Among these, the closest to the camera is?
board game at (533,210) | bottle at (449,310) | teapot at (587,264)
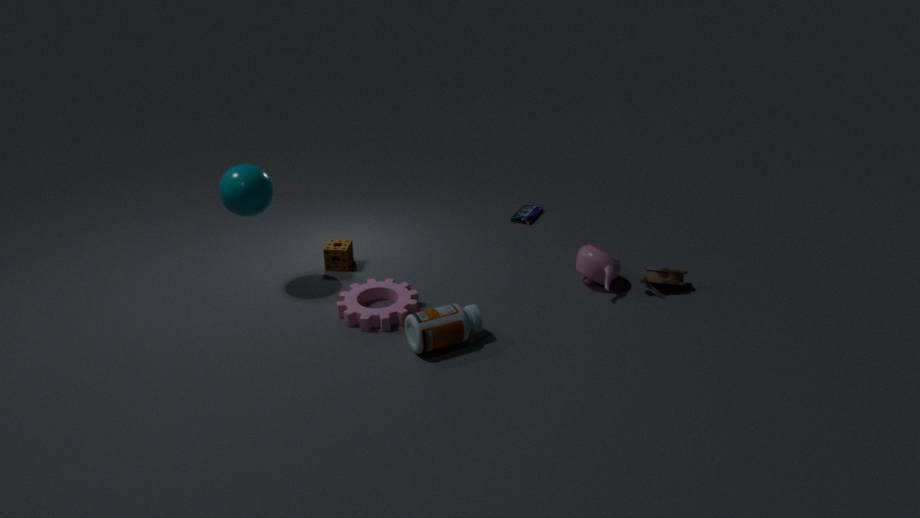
bottle at (449,310)
